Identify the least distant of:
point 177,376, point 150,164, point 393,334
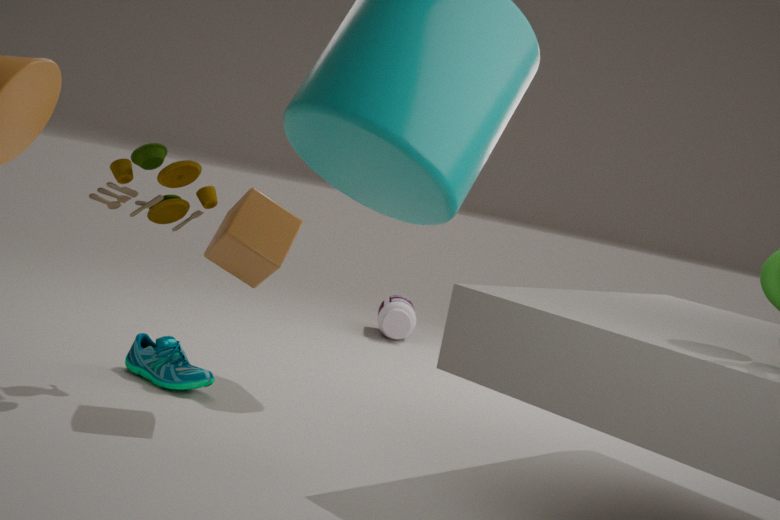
point 150,164
